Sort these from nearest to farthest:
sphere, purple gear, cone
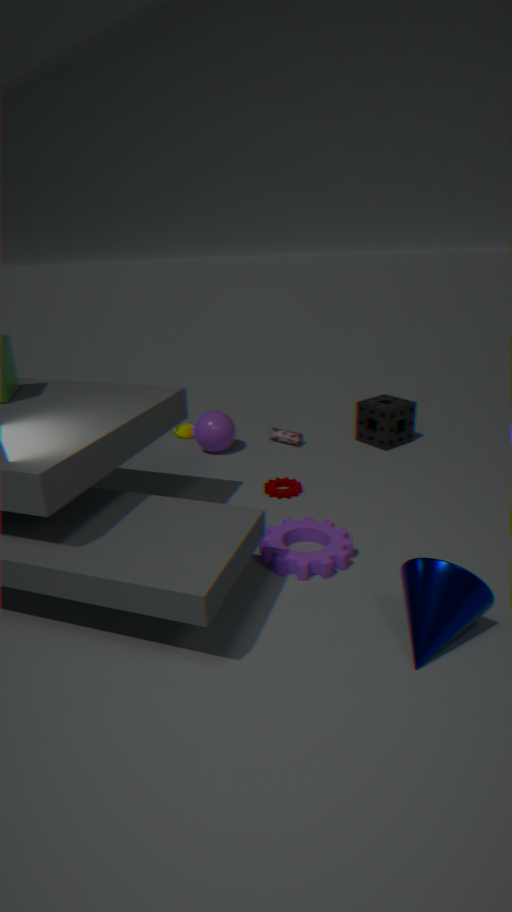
cone → purple gear → sphere
